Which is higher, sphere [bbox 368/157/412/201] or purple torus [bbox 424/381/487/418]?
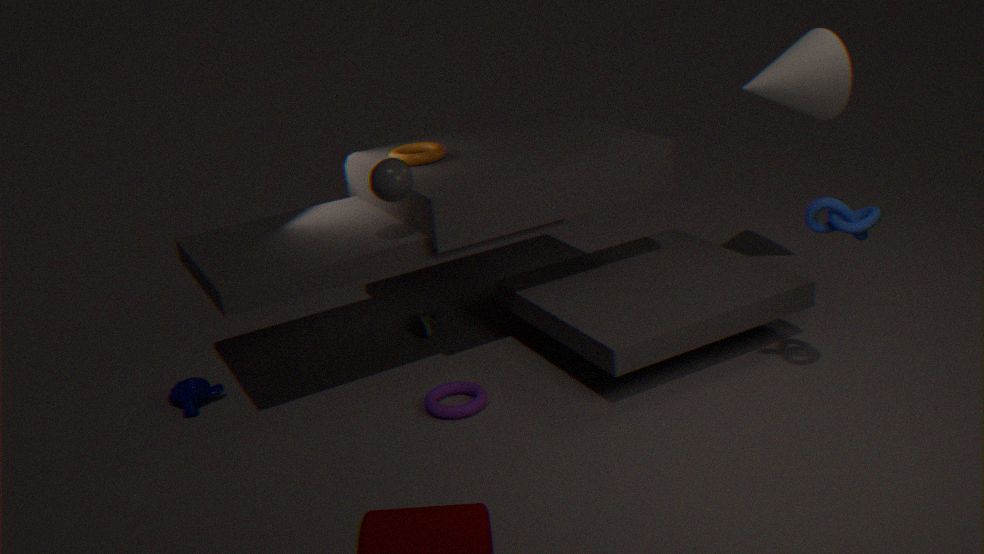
sphere [bbox 368/157/412/201]
